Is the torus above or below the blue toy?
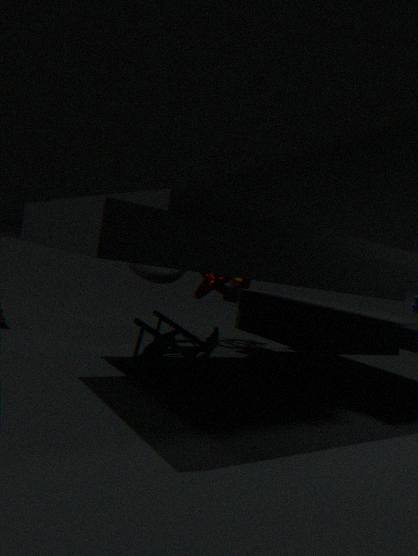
above
